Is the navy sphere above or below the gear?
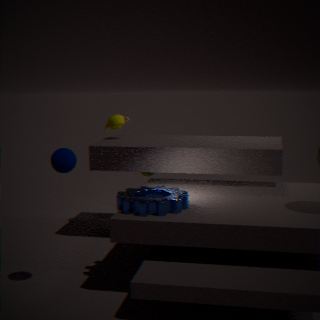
above
